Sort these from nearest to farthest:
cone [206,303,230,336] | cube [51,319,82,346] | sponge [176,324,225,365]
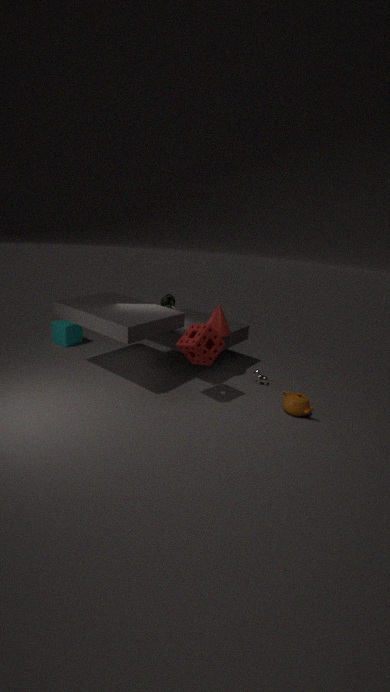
sponge [176,324,225,365]
cone [206,303,230,336]
cube [51,319,82,346]
